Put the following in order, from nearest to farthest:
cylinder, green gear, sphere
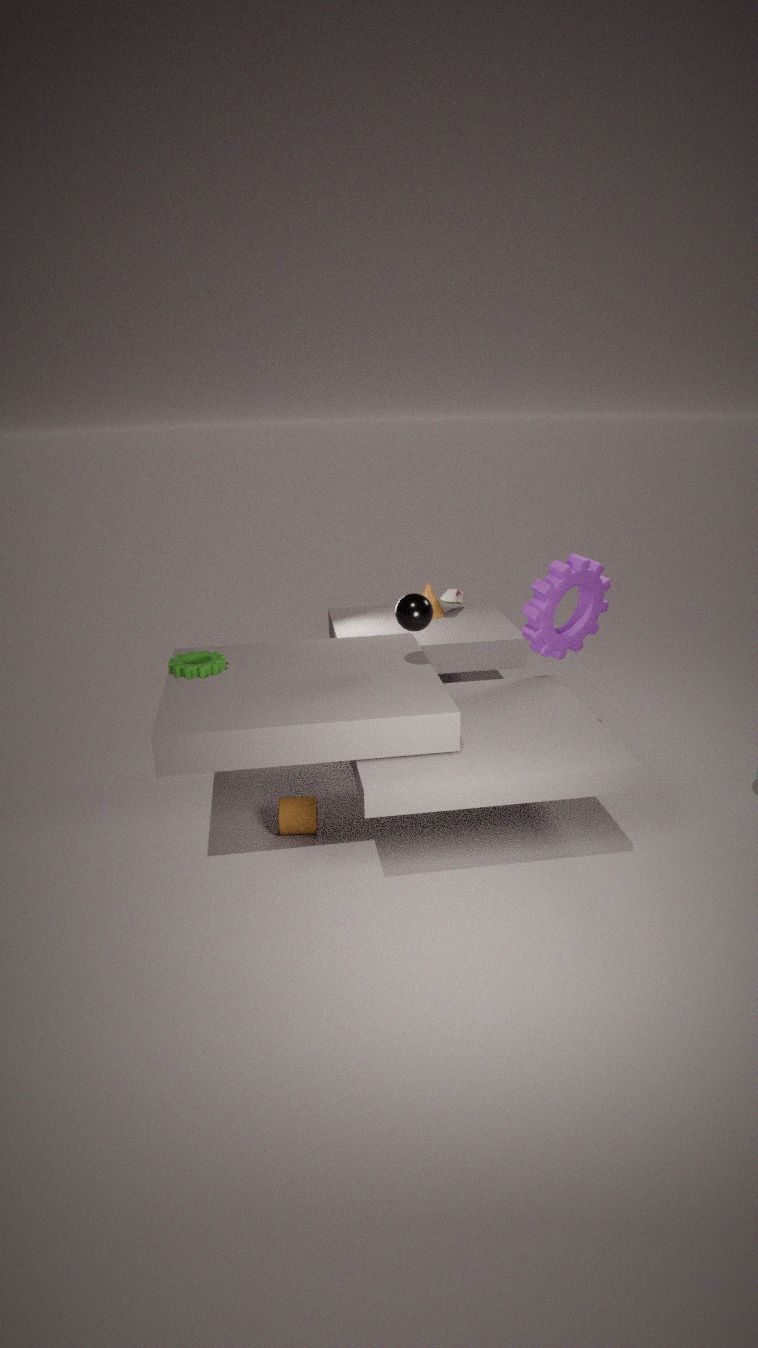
sphere → green gear → cylinder
